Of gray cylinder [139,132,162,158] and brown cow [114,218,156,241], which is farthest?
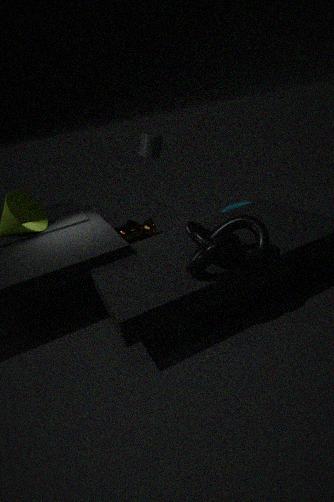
brown cow [114,218,156,241]
